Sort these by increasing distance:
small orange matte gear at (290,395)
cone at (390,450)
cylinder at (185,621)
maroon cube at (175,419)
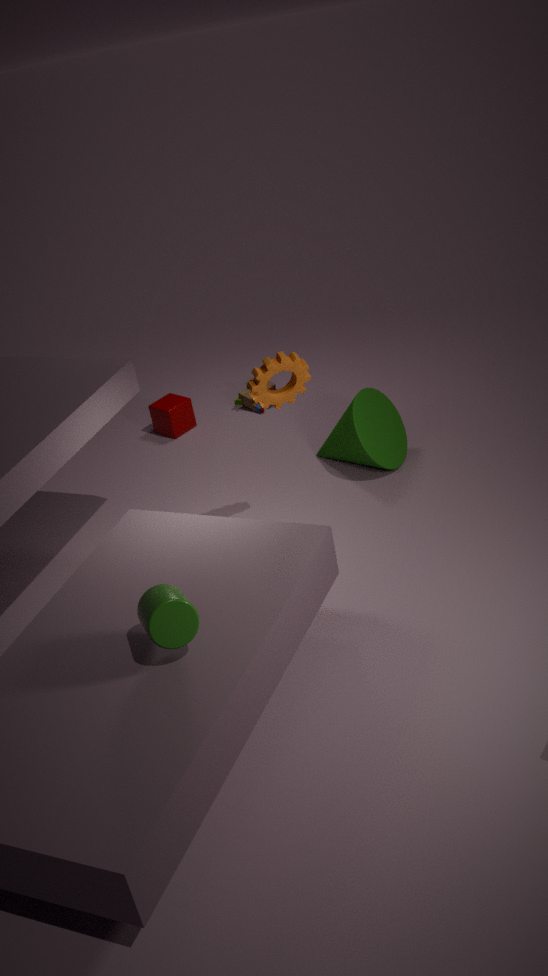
cylinder at (185,621) → small orange matte gear at (290,395) → cone at (390,450) → maroon cube at (175,419)
